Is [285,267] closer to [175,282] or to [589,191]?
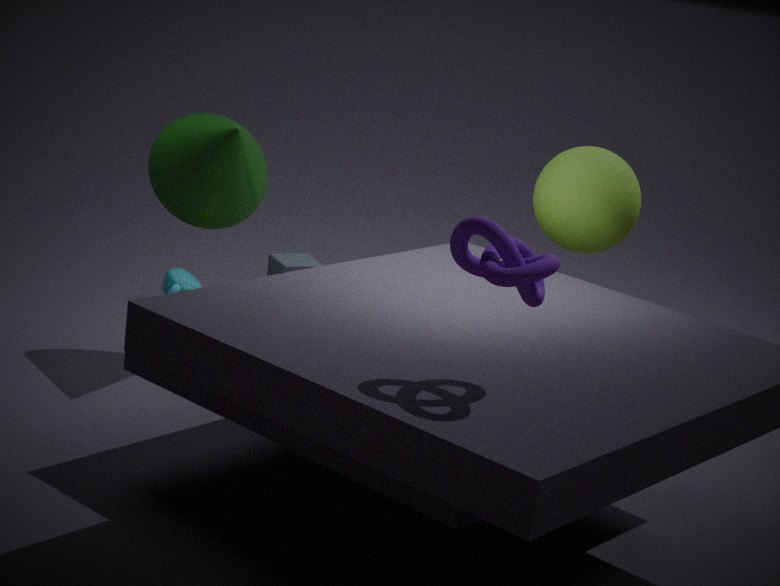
[175,282]
